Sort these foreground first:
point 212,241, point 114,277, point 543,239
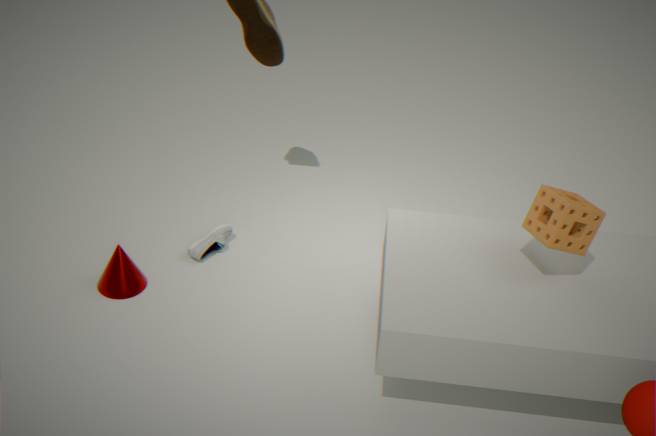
point 543,239 < point 114,277 < point 212,241
